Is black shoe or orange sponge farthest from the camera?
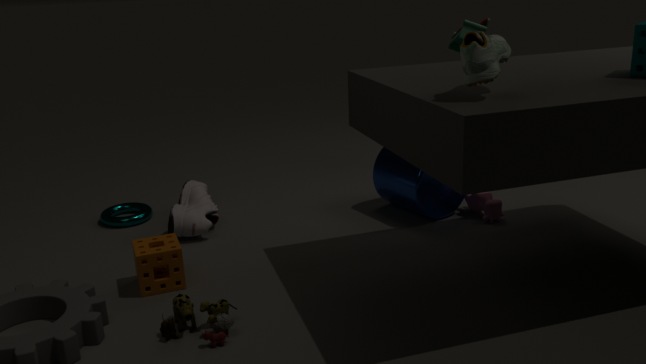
orange sponge
